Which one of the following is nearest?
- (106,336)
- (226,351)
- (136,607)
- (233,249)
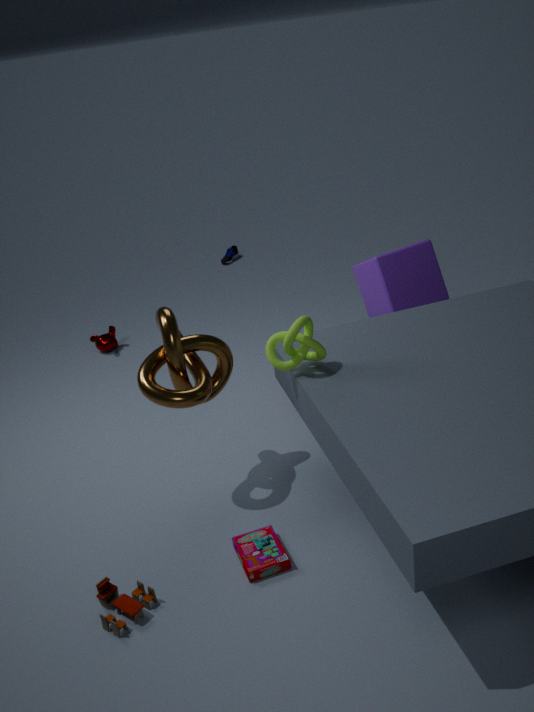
(136,607)
